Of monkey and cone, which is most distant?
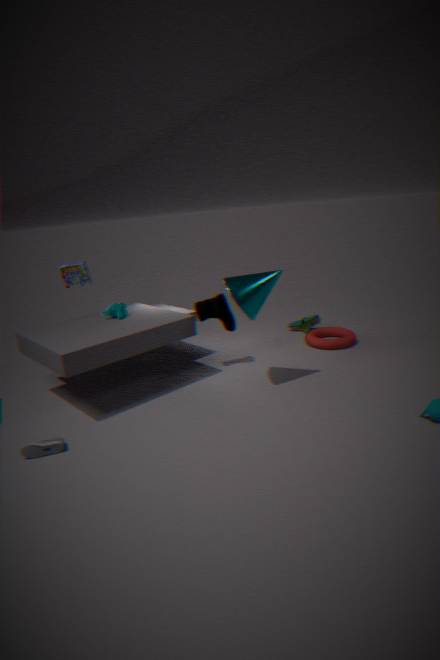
monkey
